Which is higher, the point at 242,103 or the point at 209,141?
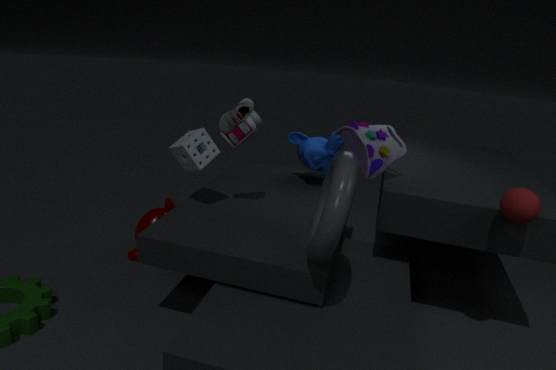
the point at 242,103
